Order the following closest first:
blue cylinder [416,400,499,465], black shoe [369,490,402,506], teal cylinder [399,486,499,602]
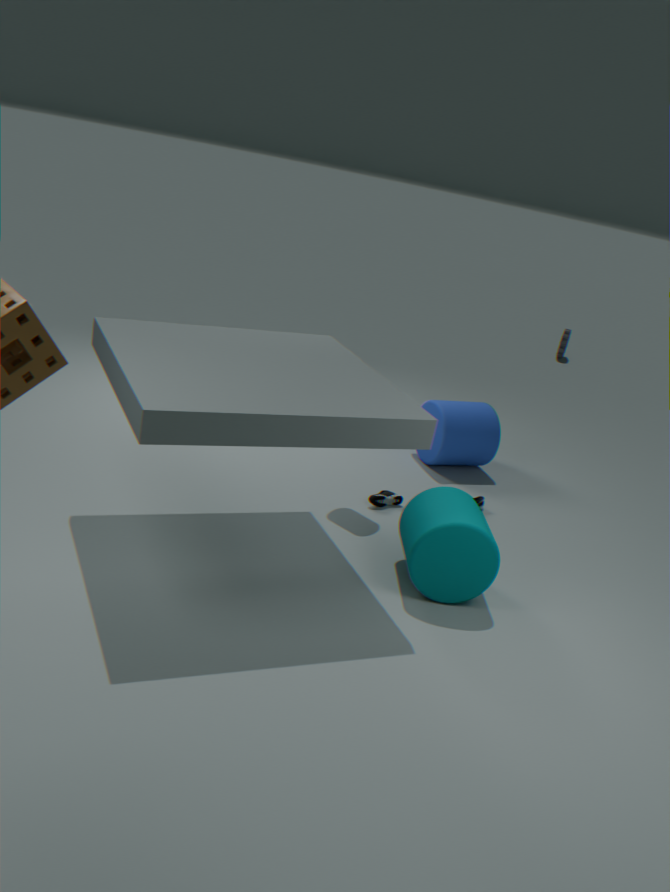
teal cylinder [399,486,499,602], black shoe [369,490,402,506], blue cylinder [416,400,499,465]
